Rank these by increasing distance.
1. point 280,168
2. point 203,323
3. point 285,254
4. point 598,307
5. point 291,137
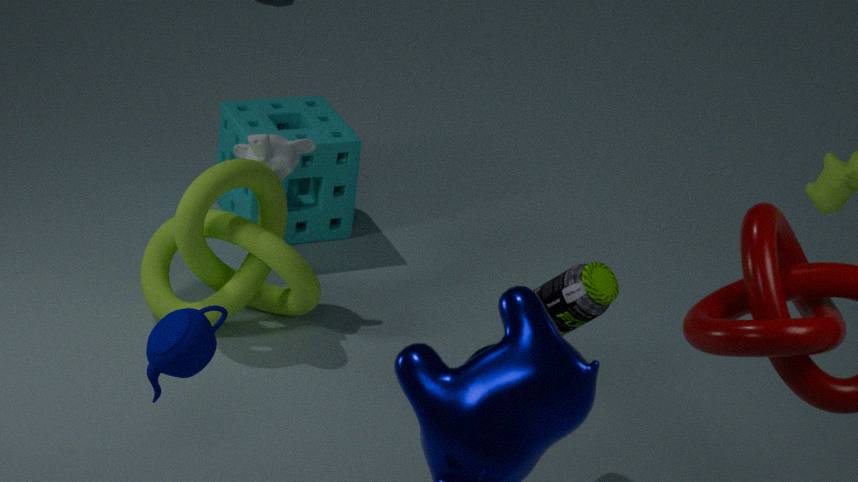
point 203,323 < point 598,307 < point 285,254 < point 280,168 < point 291,137
